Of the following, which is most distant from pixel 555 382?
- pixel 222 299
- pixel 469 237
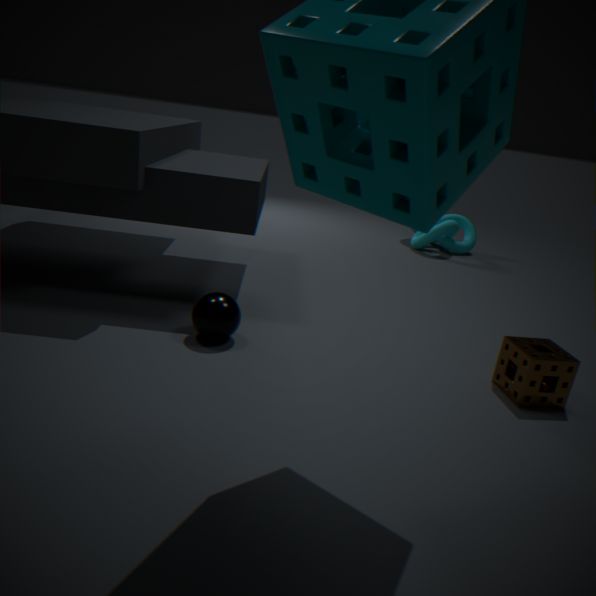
pixel 469 237
